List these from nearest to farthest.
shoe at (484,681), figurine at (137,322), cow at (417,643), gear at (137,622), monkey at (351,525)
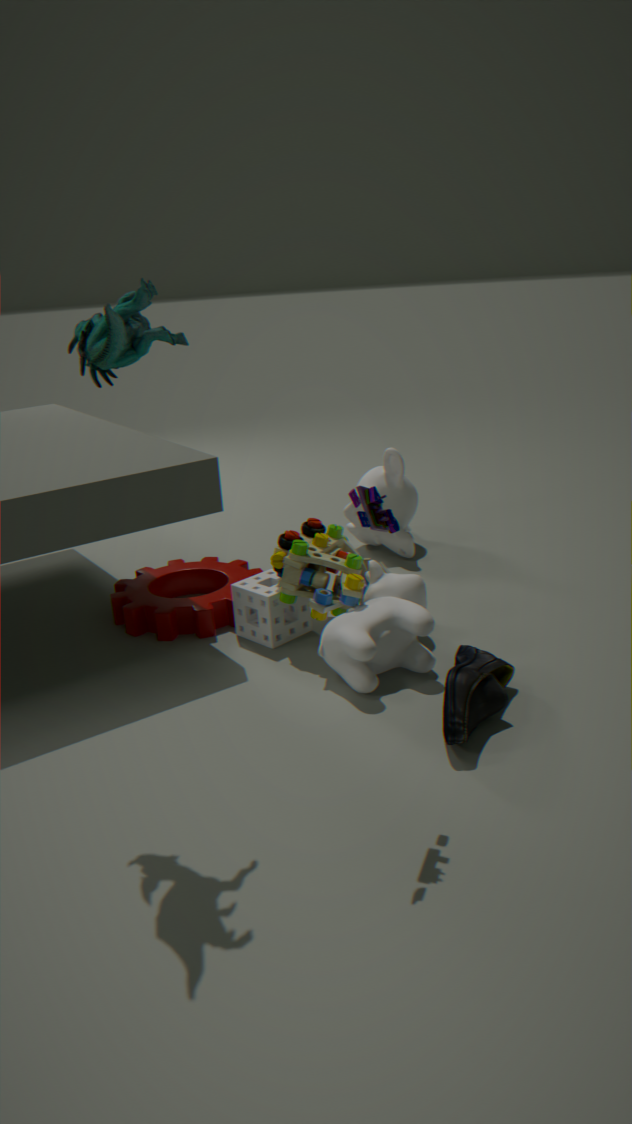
1. figurine at (137,322)
2. shoe at (484,681)
3. cow at (417,643)
4. gear at (137,622)
5. monkey at (351,525)
